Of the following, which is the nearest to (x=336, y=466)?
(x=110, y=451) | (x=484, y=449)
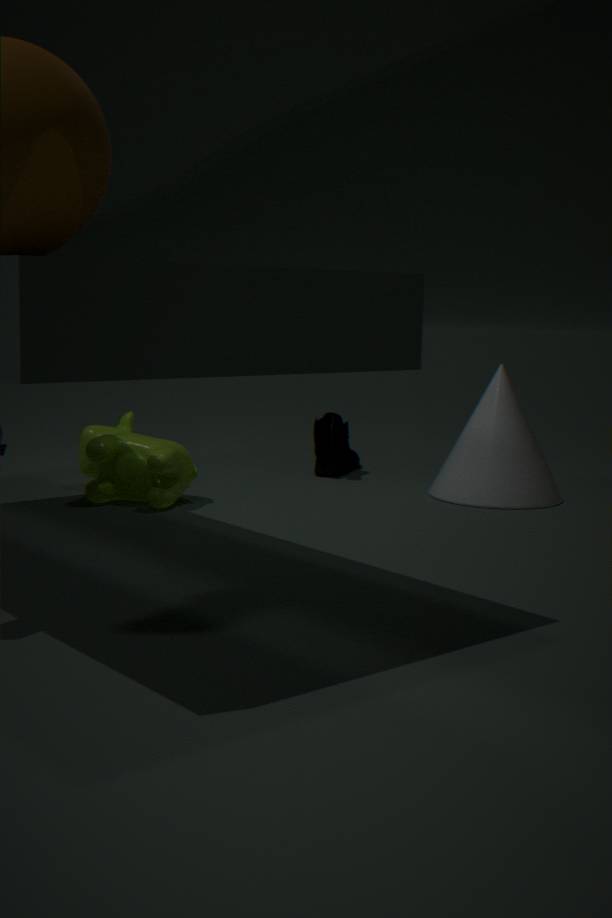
(x=484, y=449)
